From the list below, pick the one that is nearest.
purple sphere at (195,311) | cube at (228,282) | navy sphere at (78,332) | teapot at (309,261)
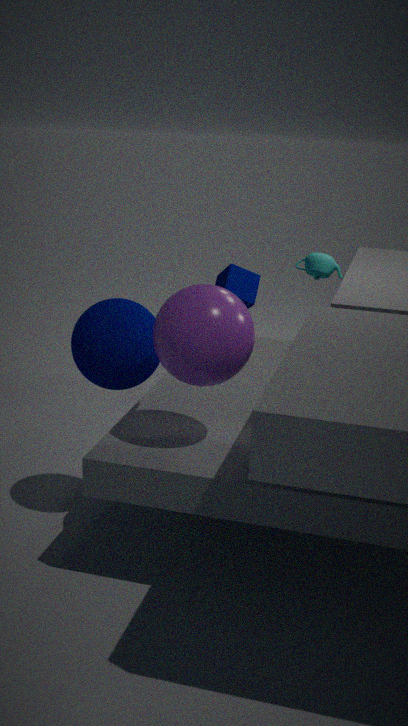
purple sphere at (195,311)
